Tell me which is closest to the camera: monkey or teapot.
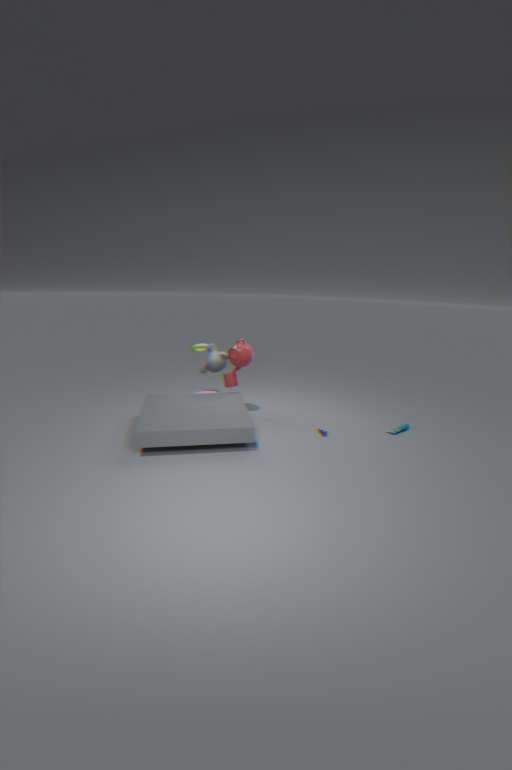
teapot
